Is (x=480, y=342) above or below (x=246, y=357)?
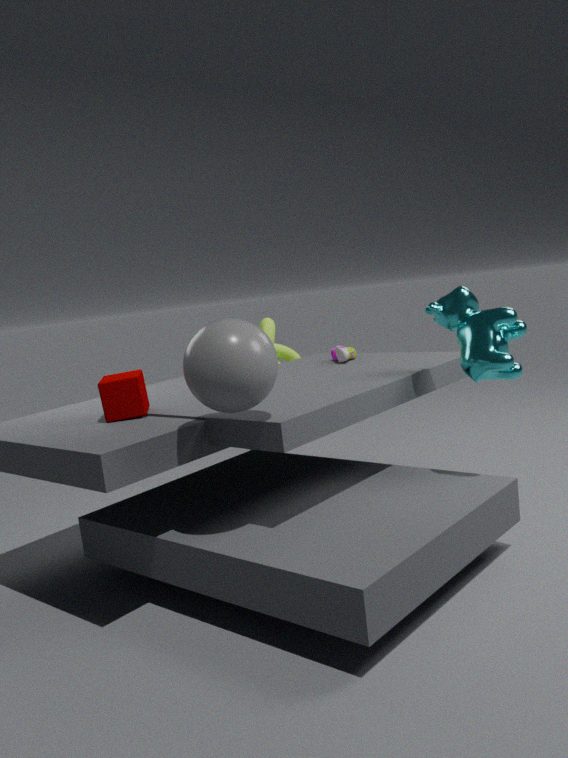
below
